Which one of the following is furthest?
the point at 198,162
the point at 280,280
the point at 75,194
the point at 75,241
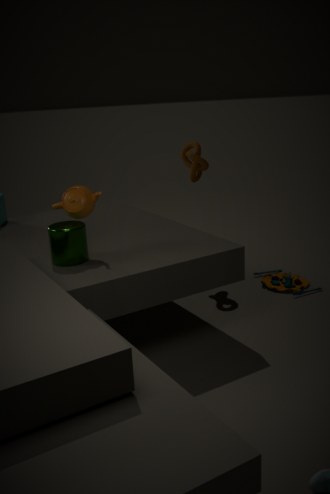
the point at 280,280
